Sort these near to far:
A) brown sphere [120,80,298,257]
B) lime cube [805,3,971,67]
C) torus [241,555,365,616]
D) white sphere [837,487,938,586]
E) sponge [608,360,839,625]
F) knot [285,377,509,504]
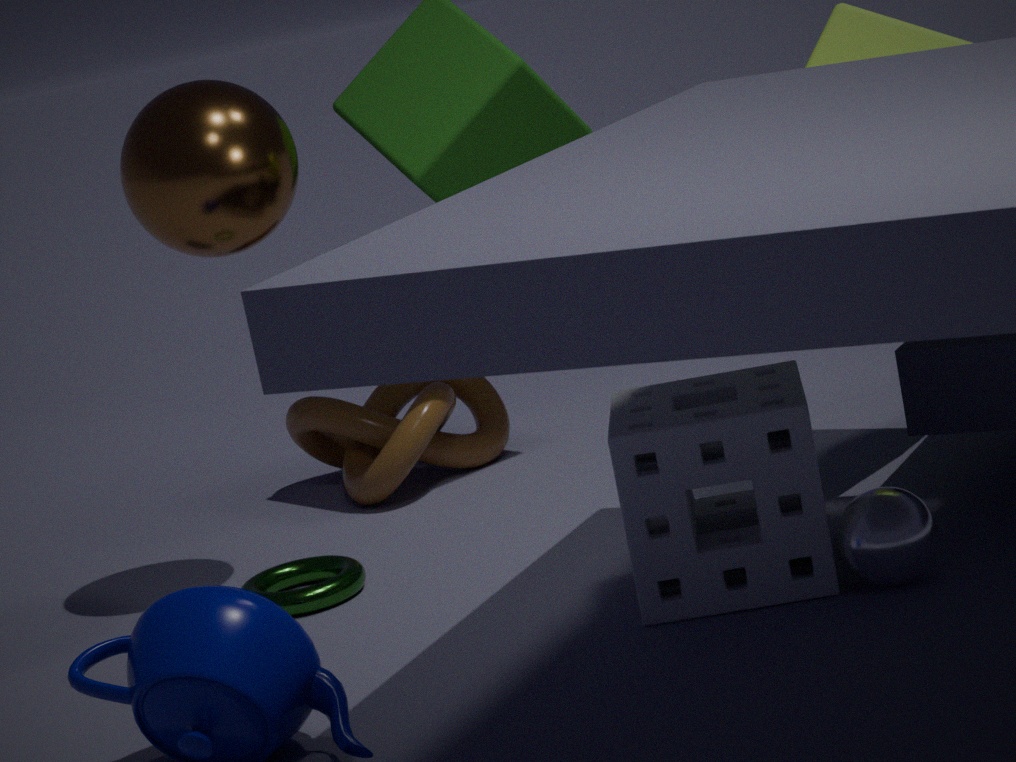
D. white sphere [837,487,938,586]
E. sponge [608,360,839,625]
A. brown sphere [120,80,298,257]
B. lime cube [805,3,971,67]
C. torus [241,555,365,616]
F. knot [285,377,509,504]
